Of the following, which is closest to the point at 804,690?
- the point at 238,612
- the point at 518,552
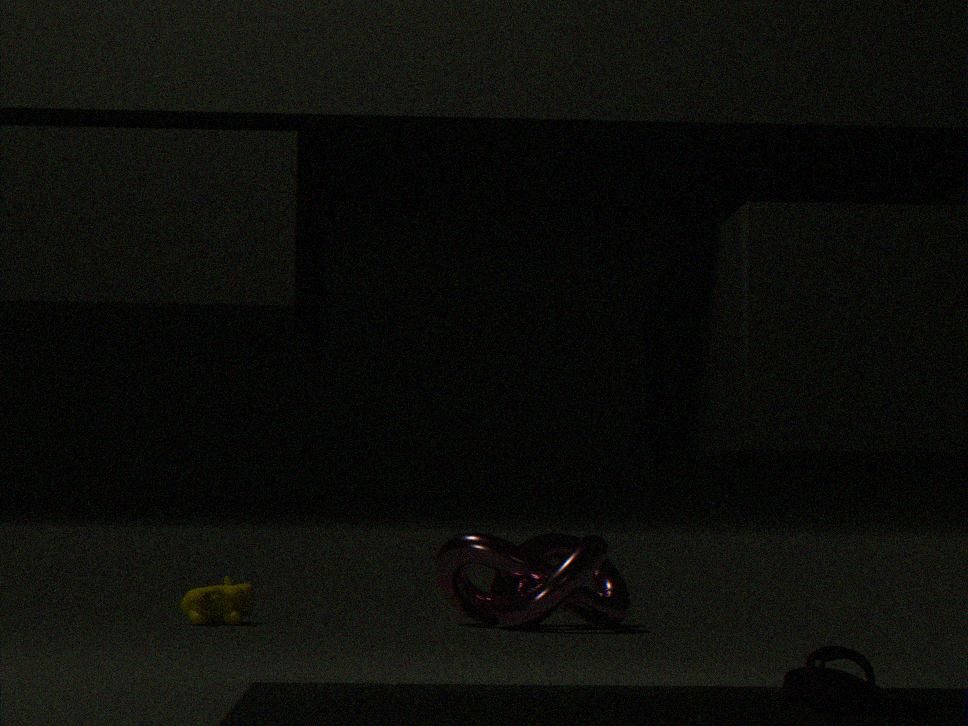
the point at 518,552
